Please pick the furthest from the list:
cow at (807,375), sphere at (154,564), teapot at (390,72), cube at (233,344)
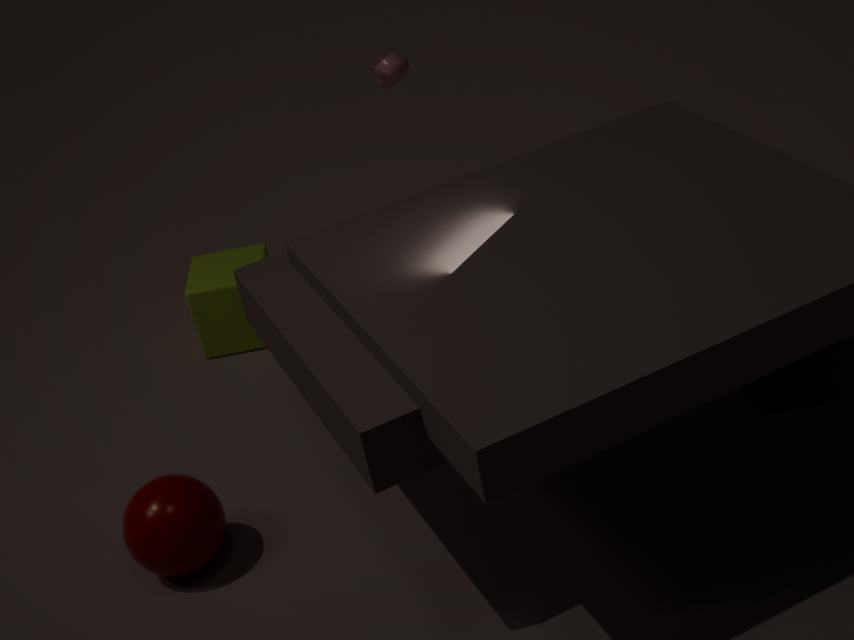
cube at (233,344)
